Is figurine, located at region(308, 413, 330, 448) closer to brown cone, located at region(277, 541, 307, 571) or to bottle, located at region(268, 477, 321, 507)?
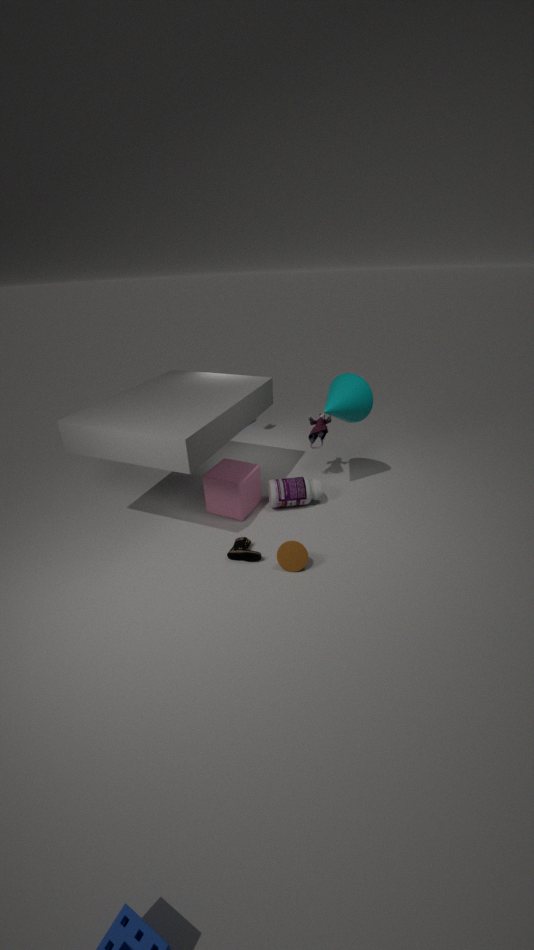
bottle, located at region(268, 477, 321, 507)
